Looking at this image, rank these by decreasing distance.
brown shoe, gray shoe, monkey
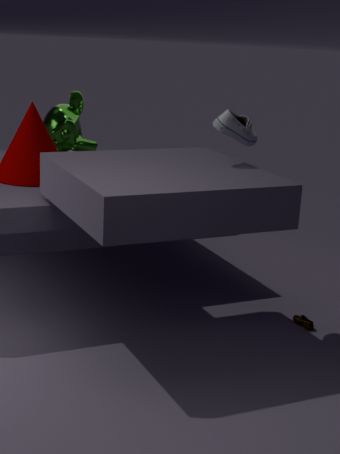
monkey → brown shoe → gray shoe
